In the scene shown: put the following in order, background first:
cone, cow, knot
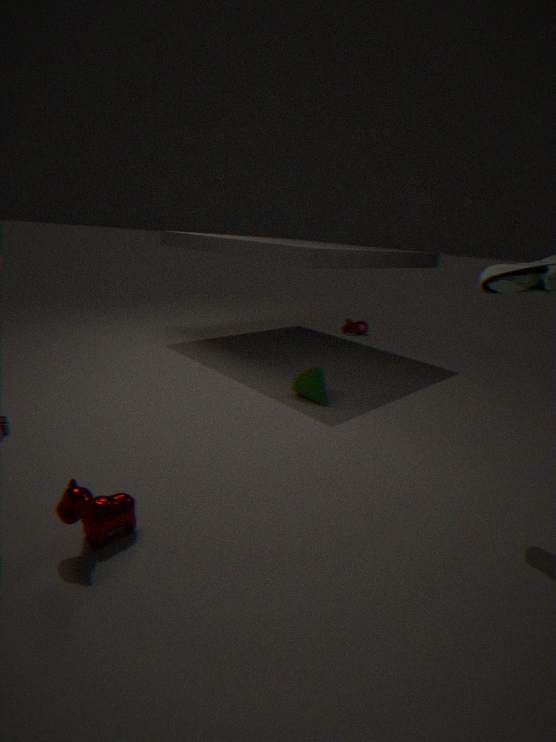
knot
cone
cow
